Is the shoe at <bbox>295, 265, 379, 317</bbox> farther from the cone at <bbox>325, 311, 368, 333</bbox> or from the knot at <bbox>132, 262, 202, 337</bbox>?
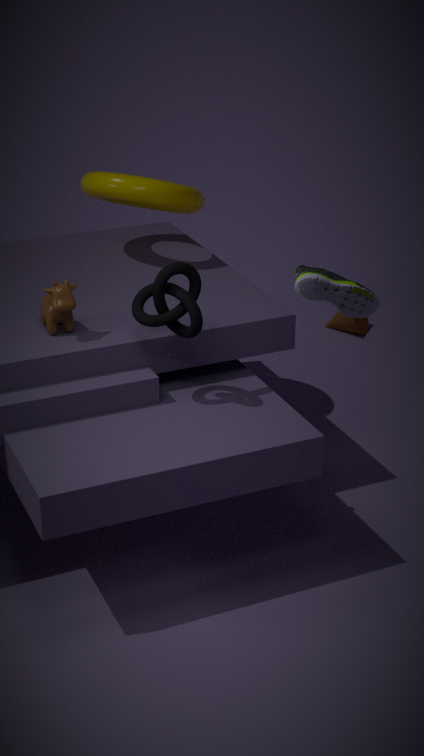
the cone at <bbox>325, 311, 368, 333</bbox>
